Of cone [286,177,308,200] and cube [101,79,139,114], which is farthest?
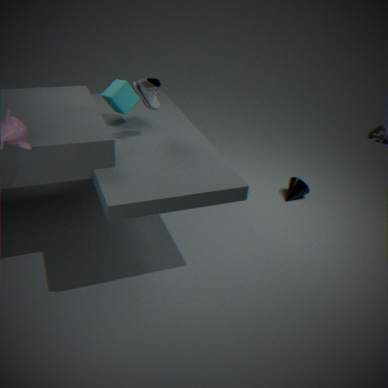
cone [286,177,308,200]
